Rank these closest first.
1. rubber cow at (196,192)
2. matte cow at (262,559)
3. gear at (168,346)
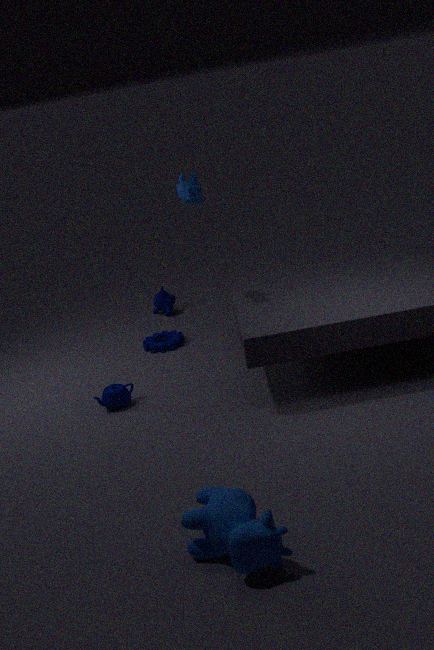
1. matte cow at (262,559)
2. rubber cow at (196,192)
3. gear at (168,346)
